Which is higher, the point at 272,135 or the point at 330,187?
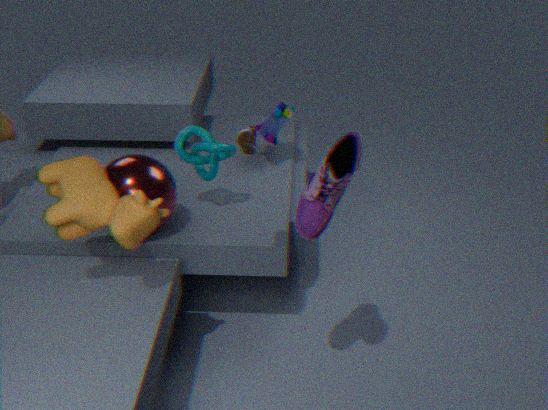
the point at 330,187
